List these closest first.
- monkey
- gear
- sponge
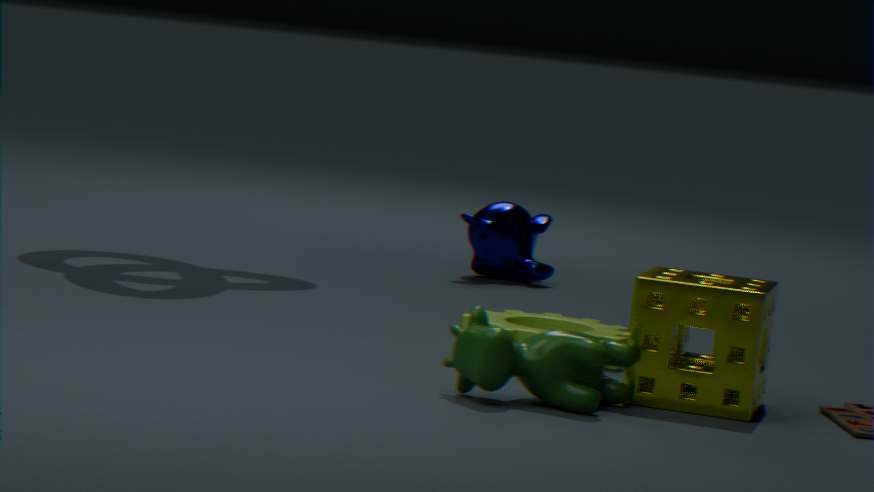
sponge → gear → monkey
